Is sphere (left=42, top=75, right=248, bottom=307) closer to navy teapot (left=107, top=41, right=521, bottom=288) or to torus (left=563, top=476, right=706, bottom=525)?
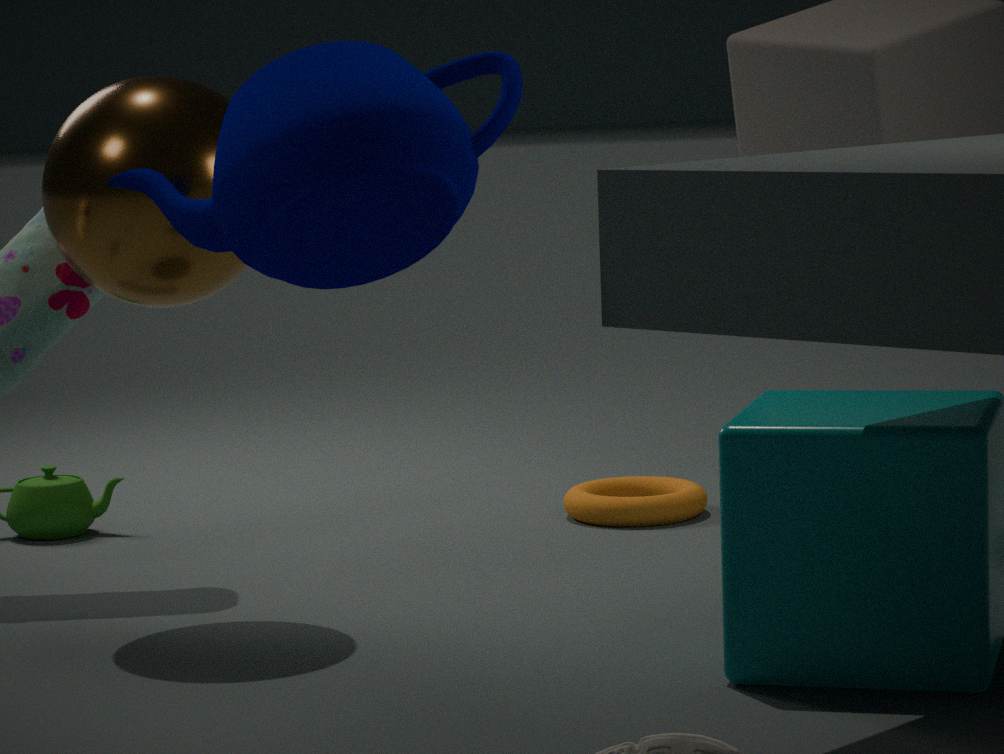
navy teapot (left=107, top=41, right=521, bottom=288)
